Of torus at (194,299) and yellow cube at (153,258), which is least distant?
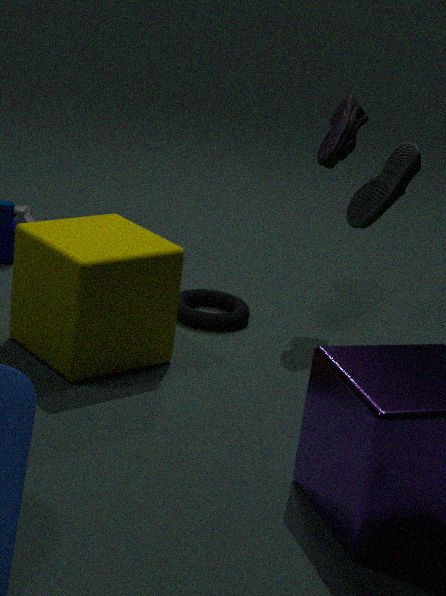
yellow cube at (153,258)
